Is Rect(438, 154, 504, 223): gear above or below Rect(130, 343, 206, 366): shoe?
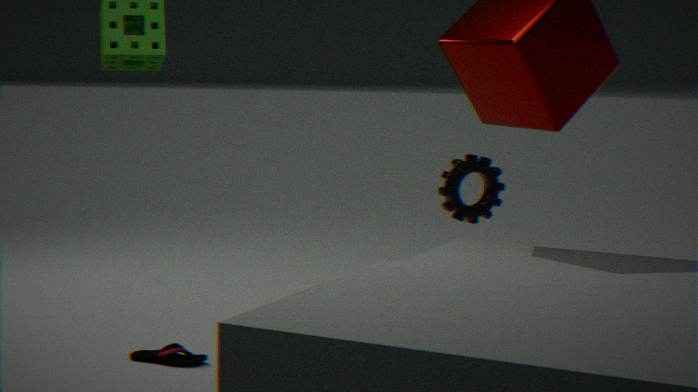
above
